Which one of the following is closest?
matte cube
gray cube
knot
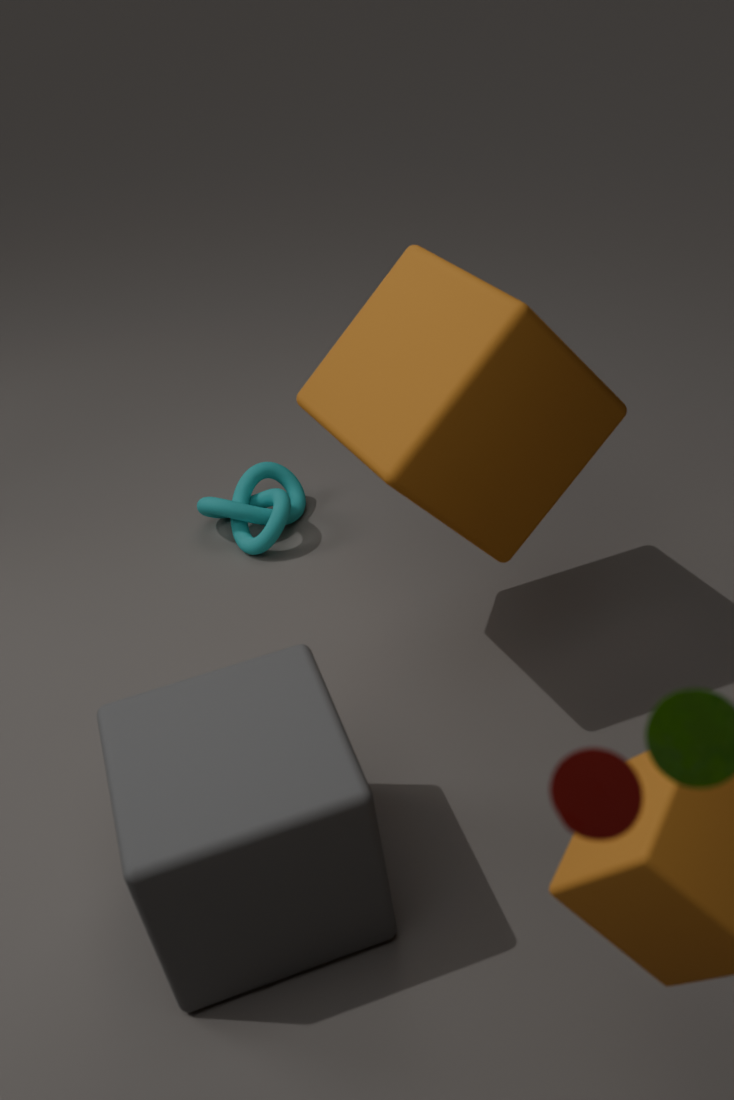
gray cube
